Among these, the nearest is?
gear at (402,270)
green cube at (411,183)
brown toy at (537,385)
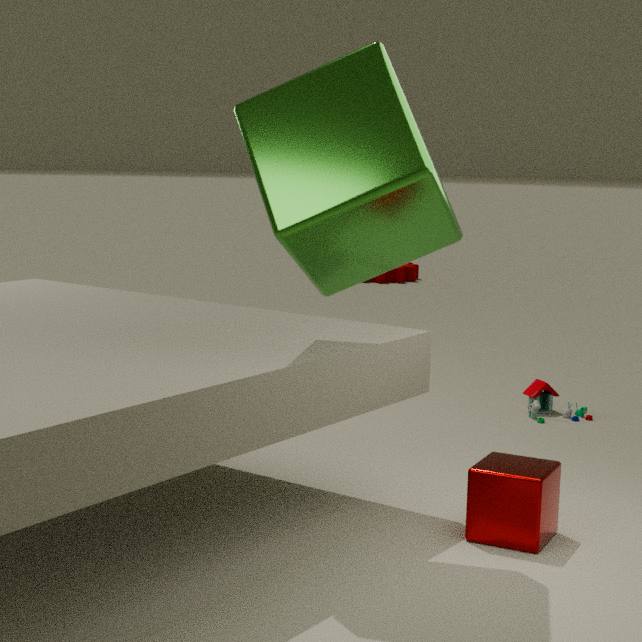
green cube at (411,183)
